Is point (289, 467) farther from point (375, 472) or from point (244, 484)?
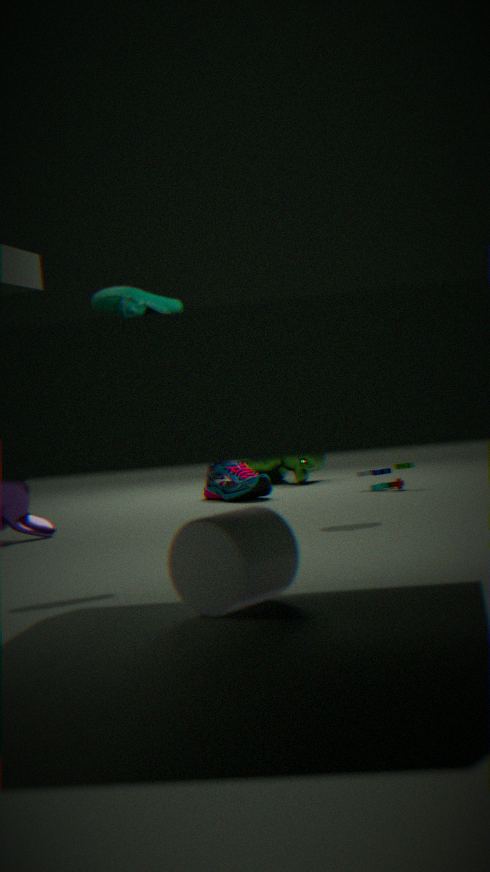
point (375, 472)
